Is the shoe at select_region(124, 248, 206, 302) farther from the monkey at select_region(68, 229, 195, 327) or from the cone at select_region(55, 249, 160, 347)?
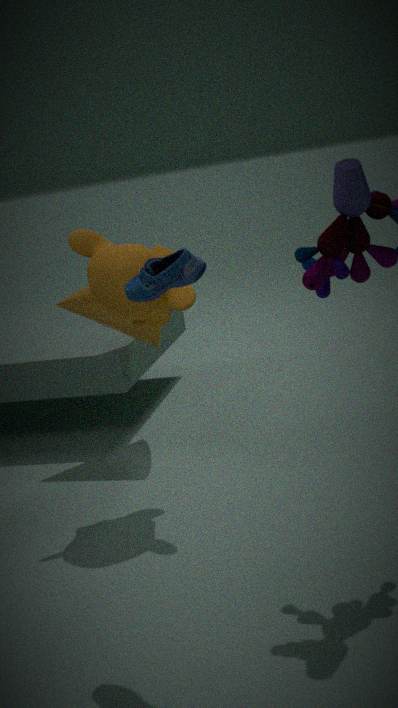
the cone at select_region(55, 249, 160, 347)
